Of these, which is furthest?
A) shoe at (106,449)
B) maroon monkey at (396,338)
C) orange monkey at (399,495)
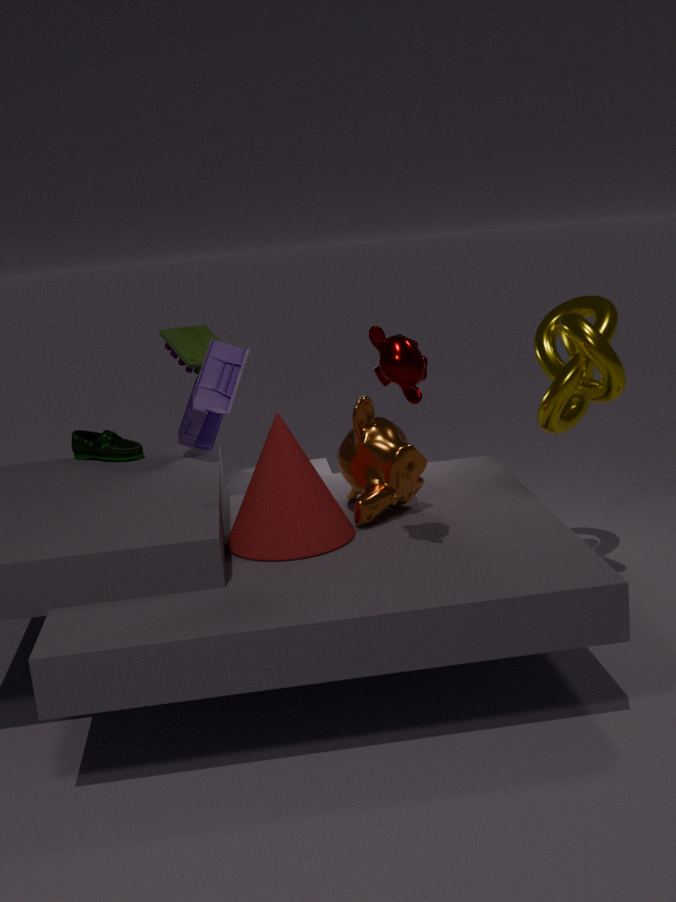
shoe at (106,449)
